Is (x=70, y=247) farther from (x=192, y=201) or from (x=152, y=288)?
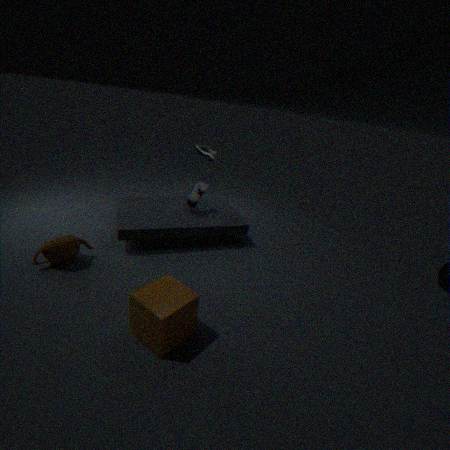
(x=192, y=201)
